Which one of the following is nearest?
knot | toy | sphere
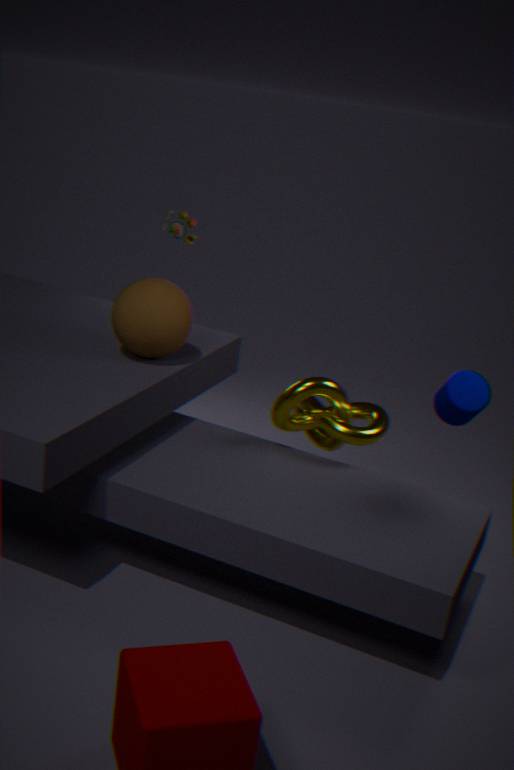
sphere
